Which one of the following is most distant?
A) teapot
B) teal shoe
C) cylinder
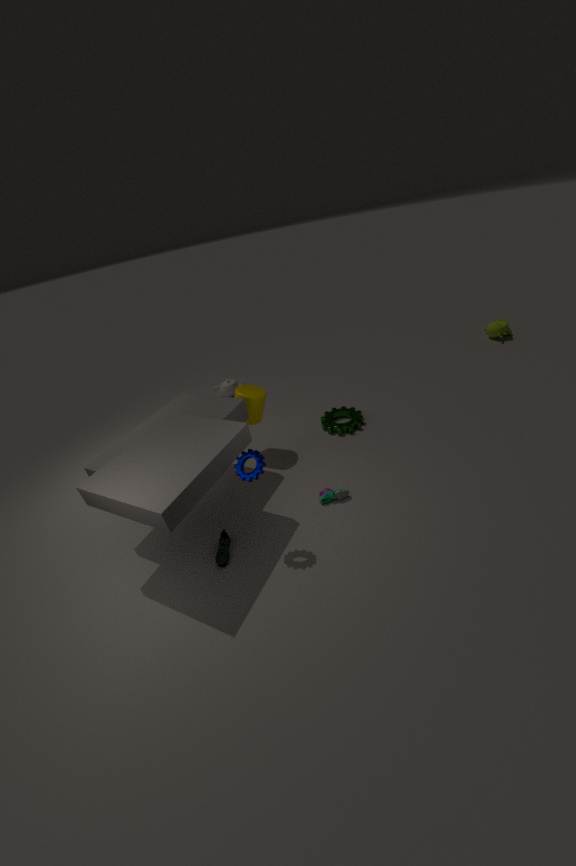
teapot
